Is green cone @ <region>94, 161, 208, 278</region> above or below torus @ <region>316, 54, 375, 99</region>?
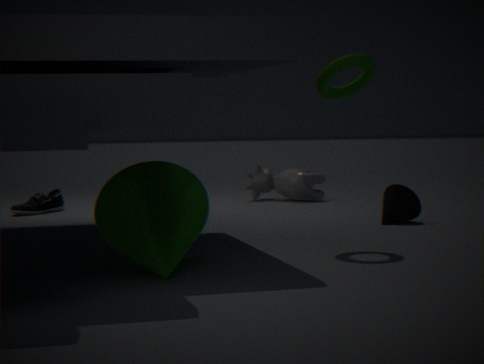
below
